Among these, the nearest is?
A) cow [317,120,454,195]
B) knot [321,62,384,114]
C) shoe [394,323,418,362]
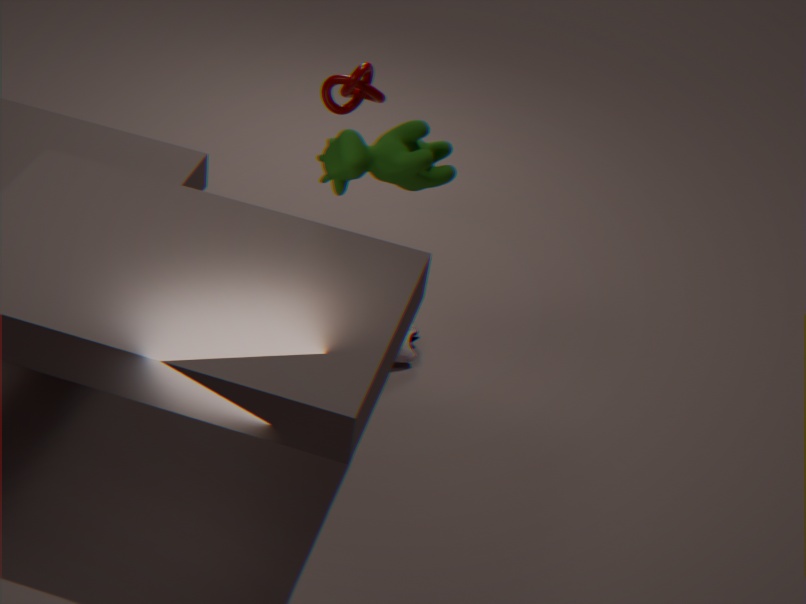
cow [317,120,454,195]
